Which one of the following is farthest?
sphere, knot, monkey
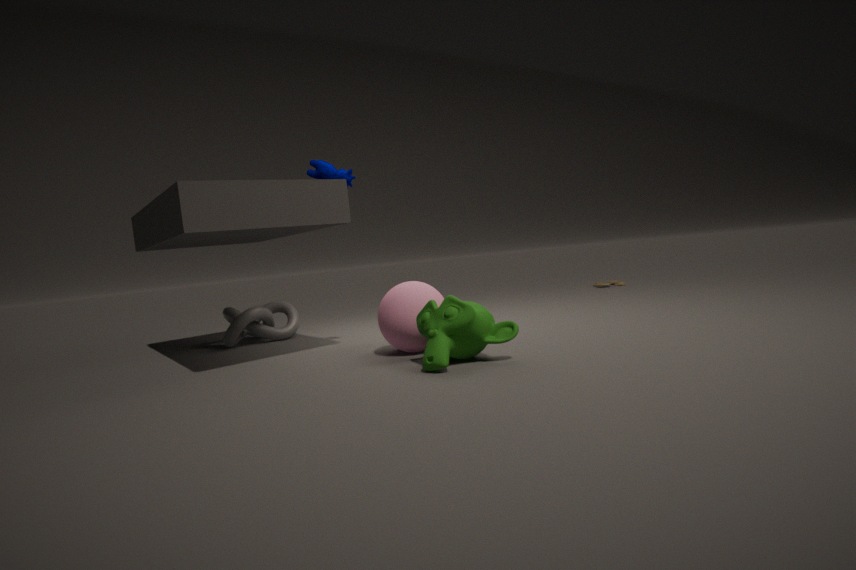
knot
